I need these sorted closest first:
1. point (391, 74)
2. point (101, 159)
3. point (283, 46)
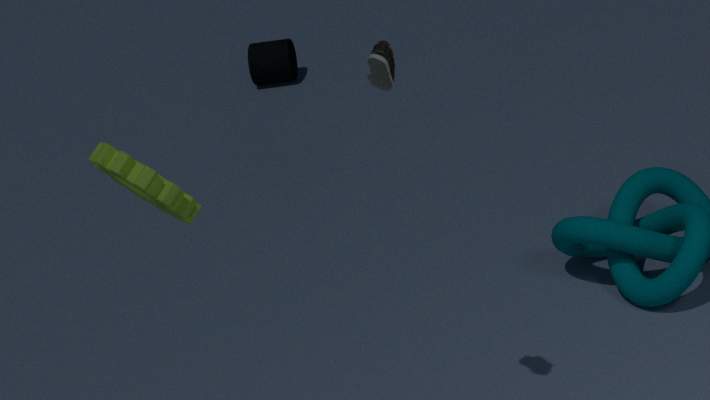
point (101, 159), point (391, 74), point (283, 46)
